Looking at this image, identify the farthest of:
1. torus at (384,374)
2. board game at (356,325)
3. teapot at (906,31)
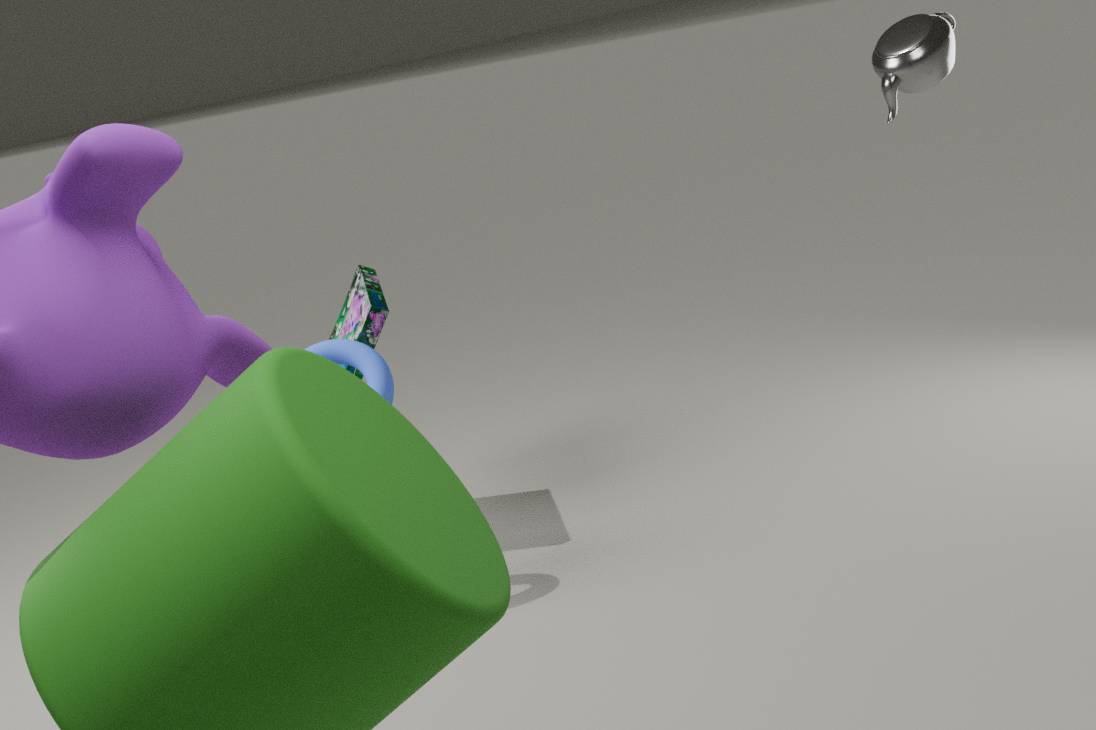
board game at (356,325)
